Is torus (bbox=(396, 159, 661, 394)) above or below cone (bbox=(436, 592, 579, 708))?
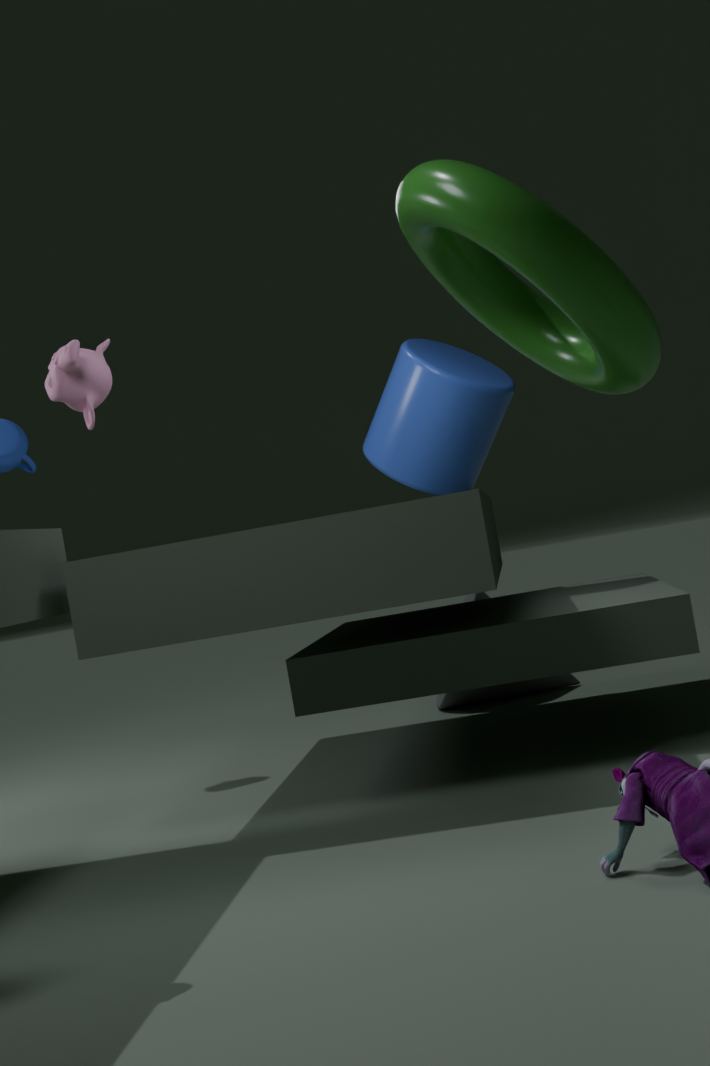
above
